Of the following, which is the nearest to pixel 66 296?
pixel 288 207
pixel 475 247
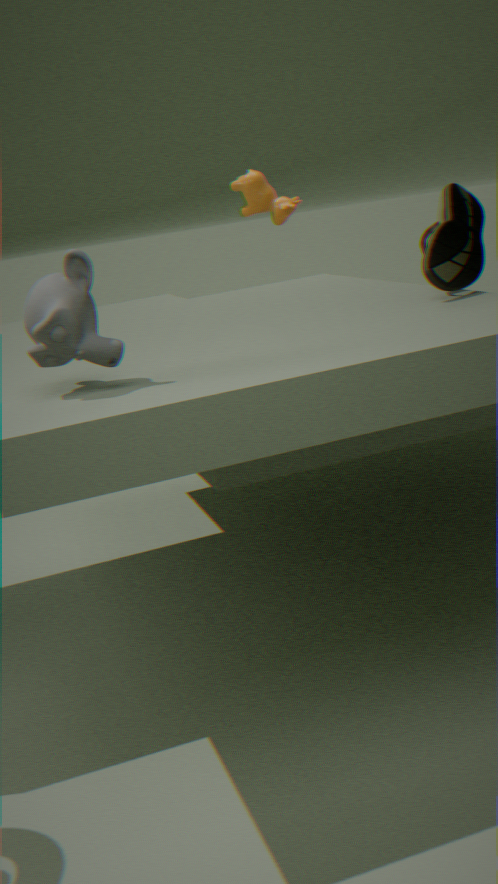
pixel 475 247
